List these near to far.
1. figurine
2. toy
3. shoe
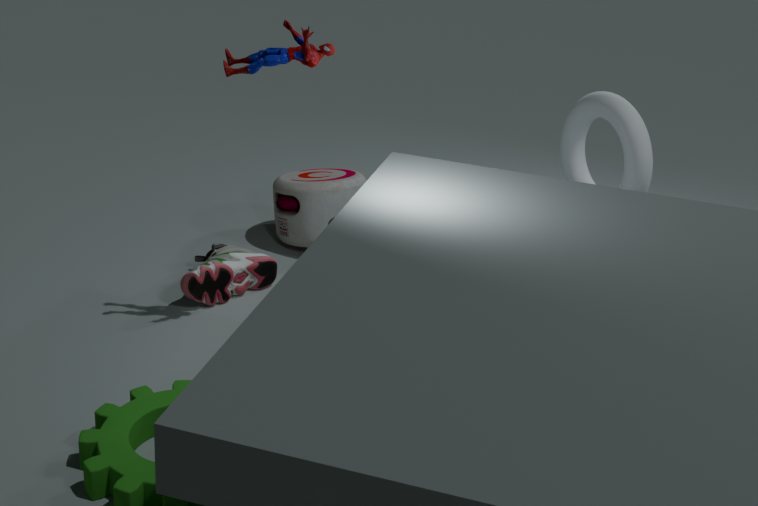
figurine, shoe, toy
